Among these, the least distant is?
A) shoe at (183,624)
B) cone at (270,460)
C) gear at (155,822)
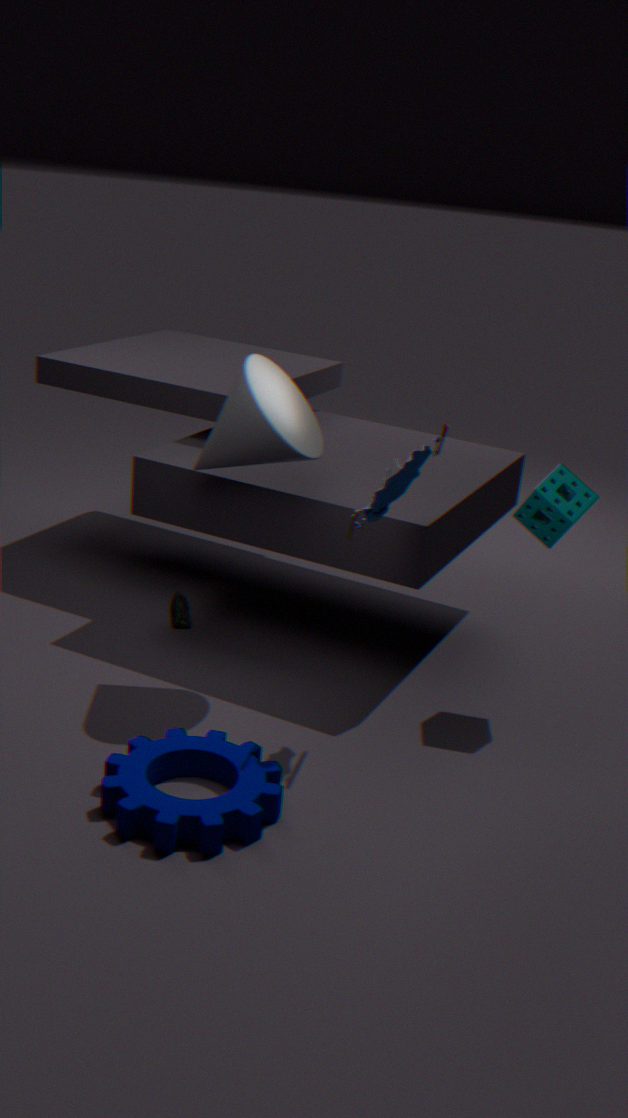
gear at (155,822)
